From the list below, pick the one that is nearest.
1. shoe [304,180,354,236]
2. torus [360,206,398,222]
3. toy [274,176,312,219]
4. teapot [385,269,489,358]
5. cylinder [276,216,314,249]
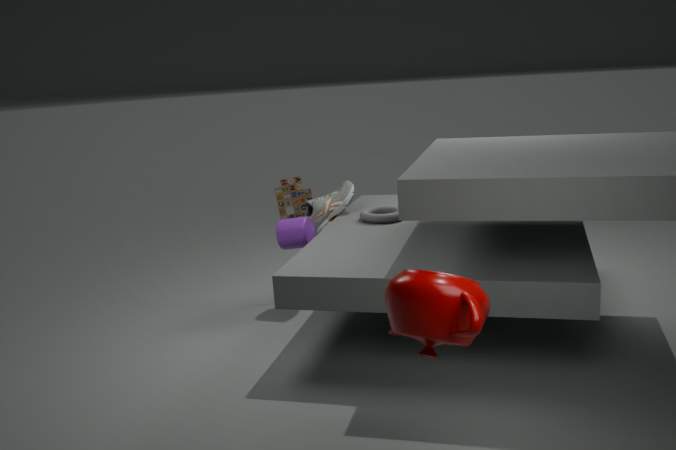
teapot [385,269,489,358]
